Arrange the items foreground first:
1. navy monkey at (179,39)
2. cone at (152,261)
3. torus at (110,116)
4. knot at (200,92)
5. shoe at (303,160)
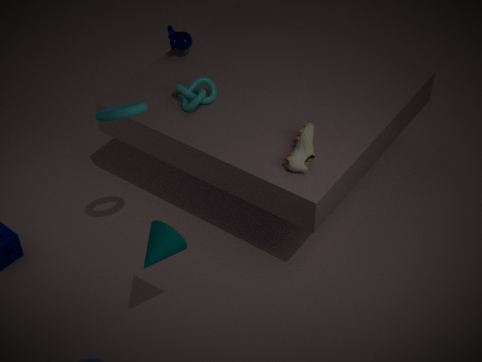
cone at (152,261) < torus at (110,116) < shoe at (303,160) < knot at (200,92) < navy monkey at (179,39)
